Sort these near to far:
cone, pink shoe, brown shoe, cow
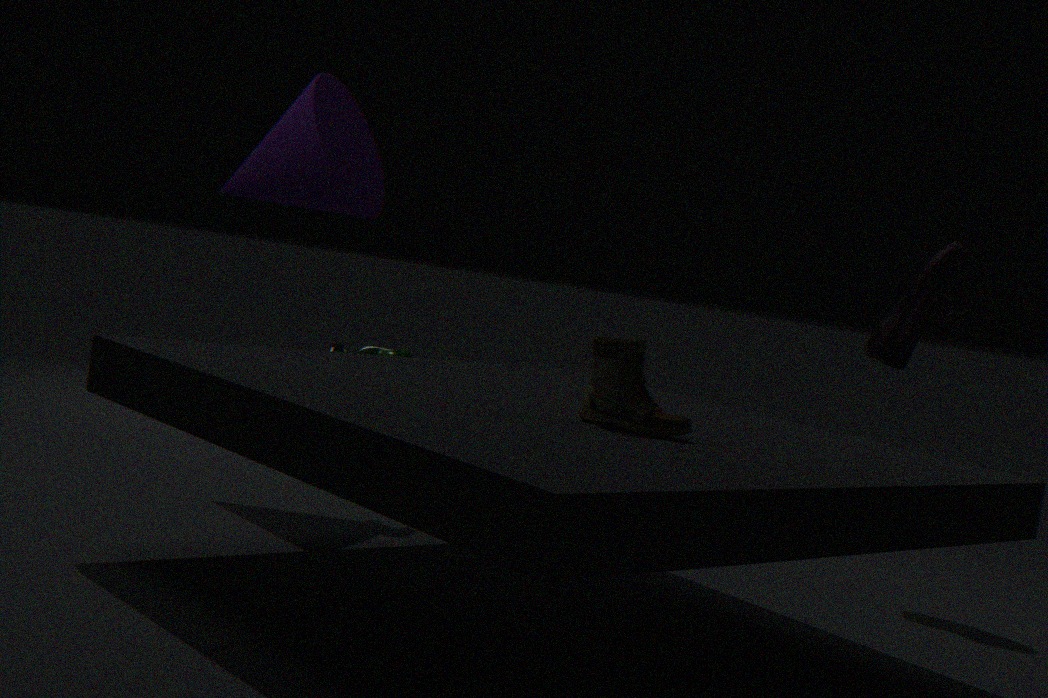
brown shoe, cone, cow, pink shoe
